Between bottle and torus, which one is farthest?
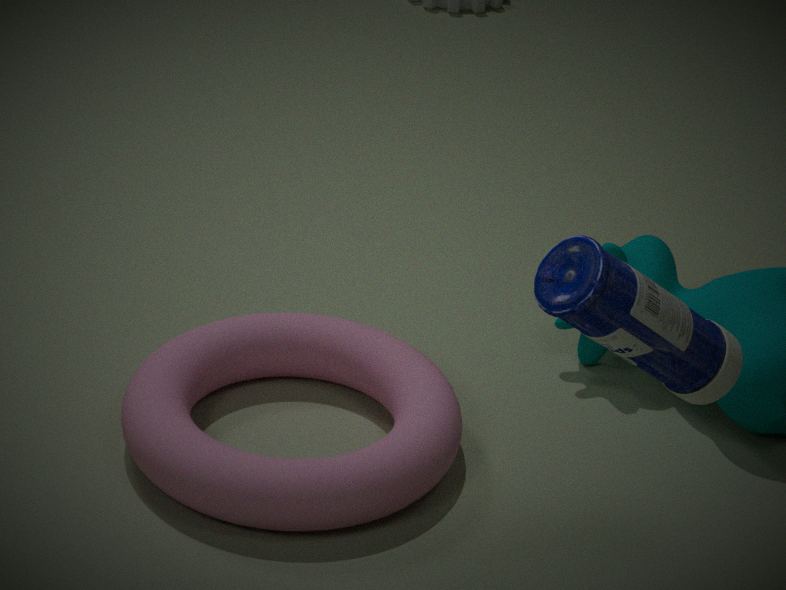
torus
